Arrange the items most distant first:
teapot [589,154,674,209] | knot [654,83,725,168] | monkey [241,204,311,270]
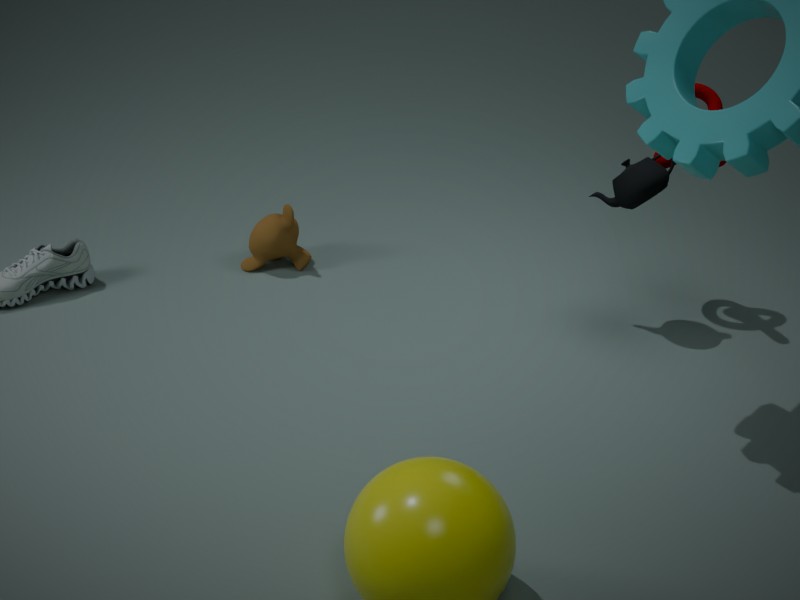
monkey [241,204,311,270] → knot [654,83,725,168] → teapot [589,154,674,209]
